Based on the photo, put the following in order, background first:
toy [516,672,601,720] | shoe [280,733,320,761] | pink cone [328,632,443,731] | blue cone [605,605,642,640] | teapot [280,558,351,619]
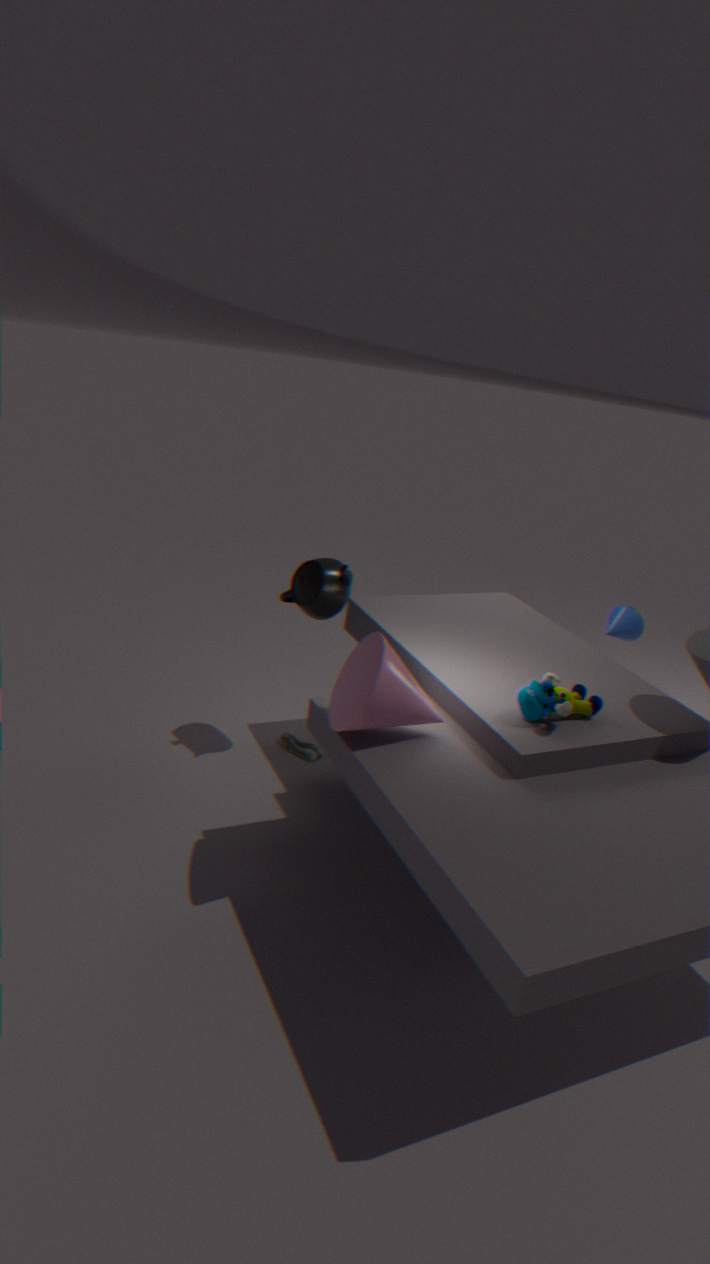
blue cone [605,605,642,640], shoe [280,733,320,761], teapot [280,558,351,619], toy [516,672,601,720], pink cone [328,632,443,731]
